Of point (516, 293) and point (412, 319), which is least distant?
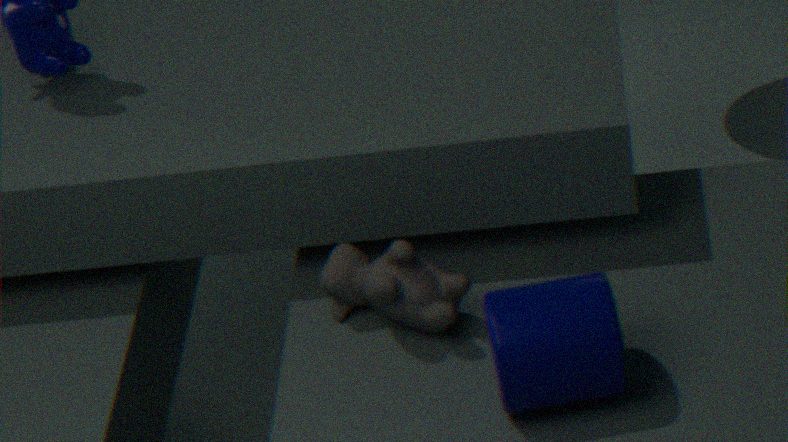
Result: point (516, 293)
